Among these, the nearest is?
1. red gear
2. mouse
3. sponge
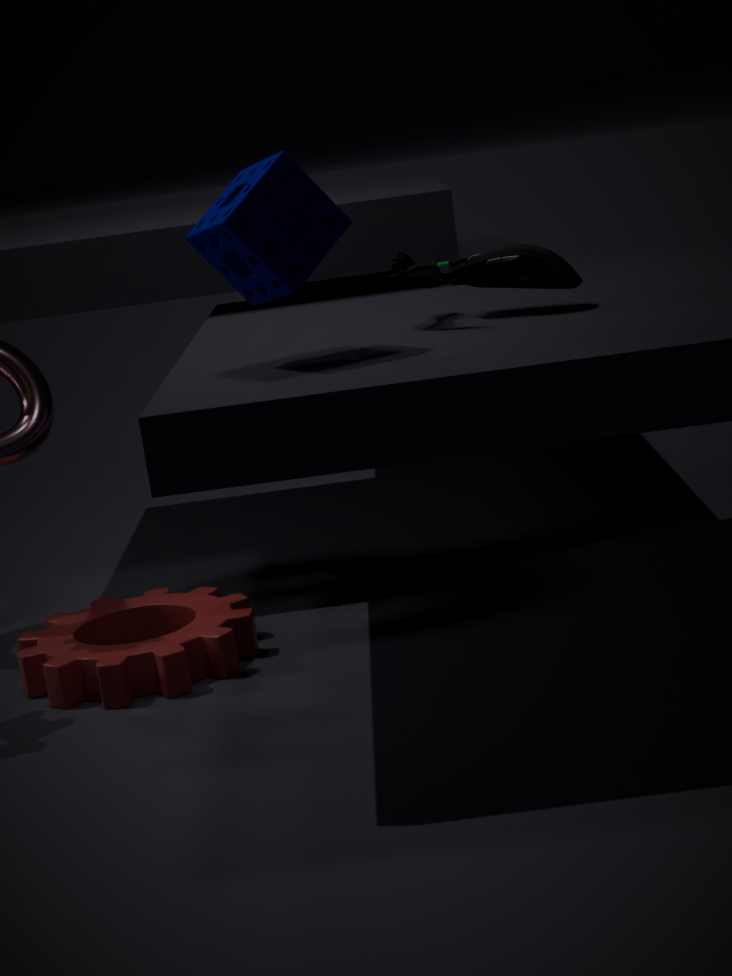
sponge
